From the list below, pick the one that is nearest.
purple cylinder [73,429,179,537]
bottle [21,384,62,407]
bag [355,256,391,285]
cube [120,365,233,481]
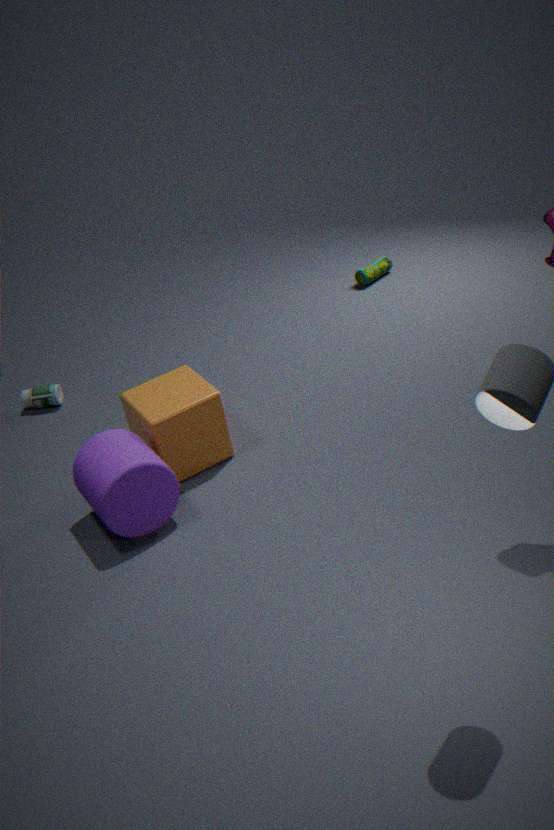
purple cylinder [73,429,179,537]
